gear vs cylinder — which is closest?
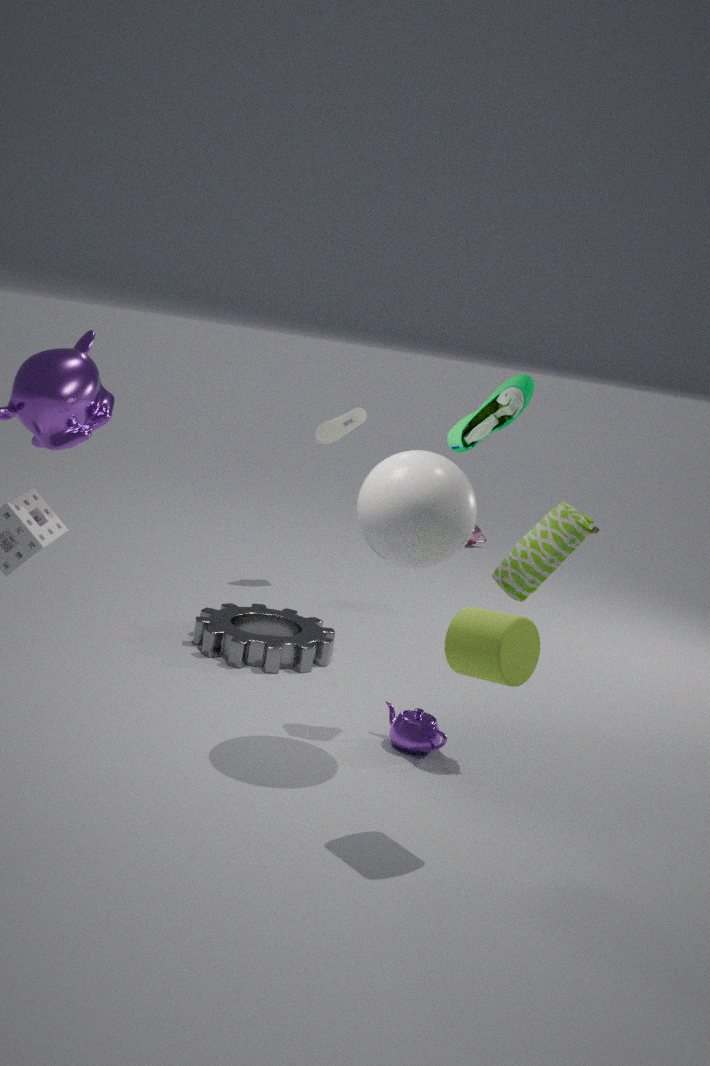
cylinder
